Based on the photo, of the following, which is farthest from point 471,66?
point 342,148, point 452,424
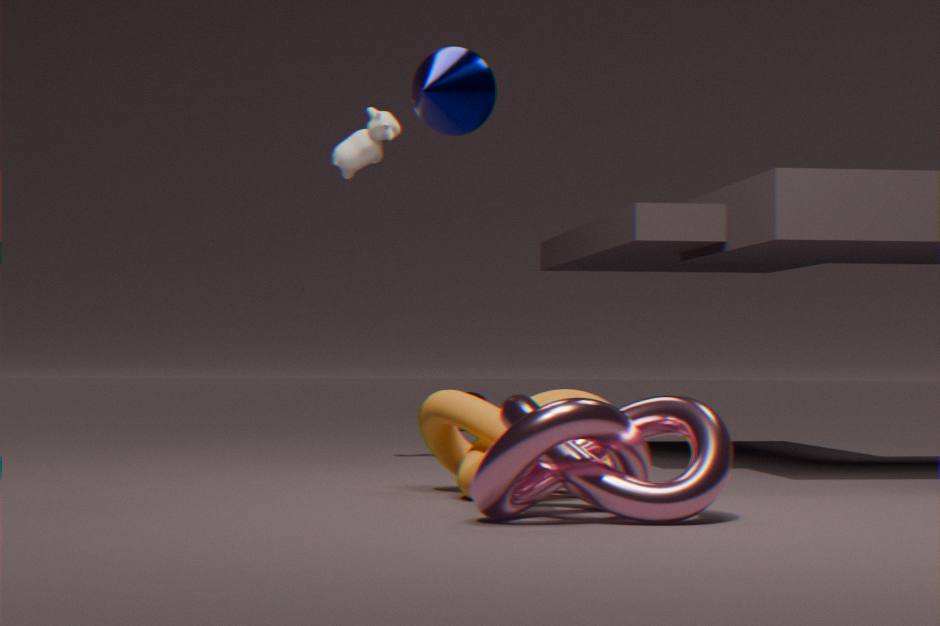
point 342,148
